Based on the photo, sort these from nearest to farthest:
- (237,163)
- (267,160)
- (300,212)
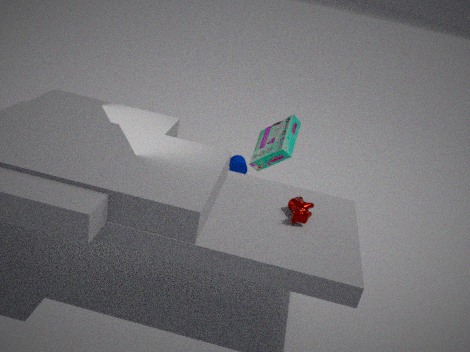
(300,212) < (267,160) < (237,163)
